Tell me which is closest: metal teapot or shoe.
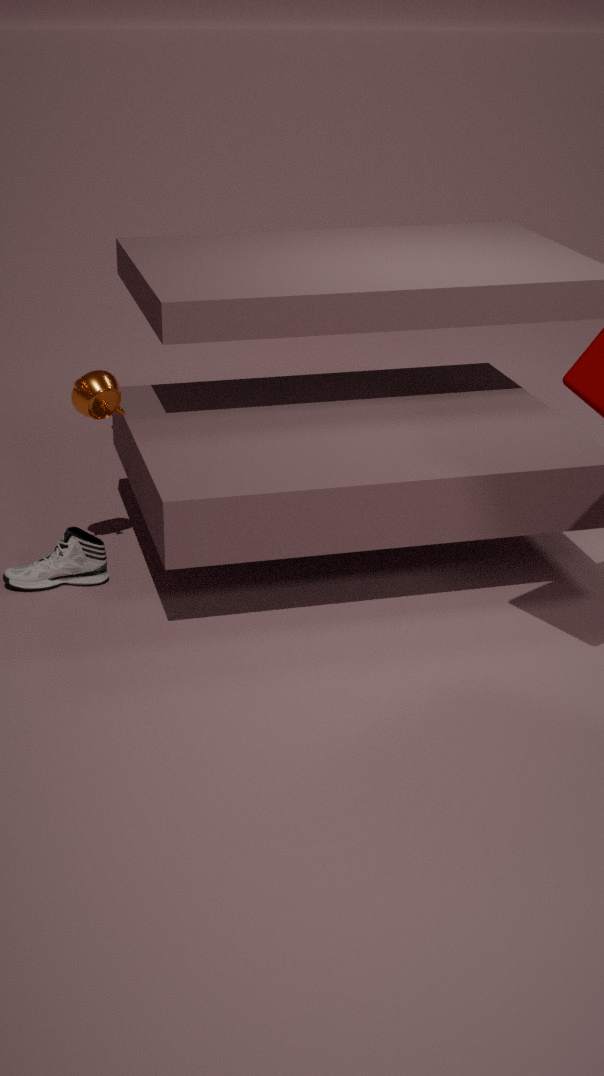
metal teapot
